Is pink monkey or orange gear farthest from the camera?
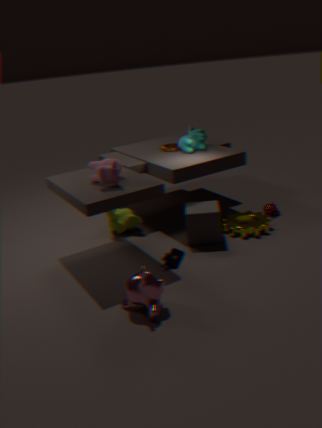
orange gear
